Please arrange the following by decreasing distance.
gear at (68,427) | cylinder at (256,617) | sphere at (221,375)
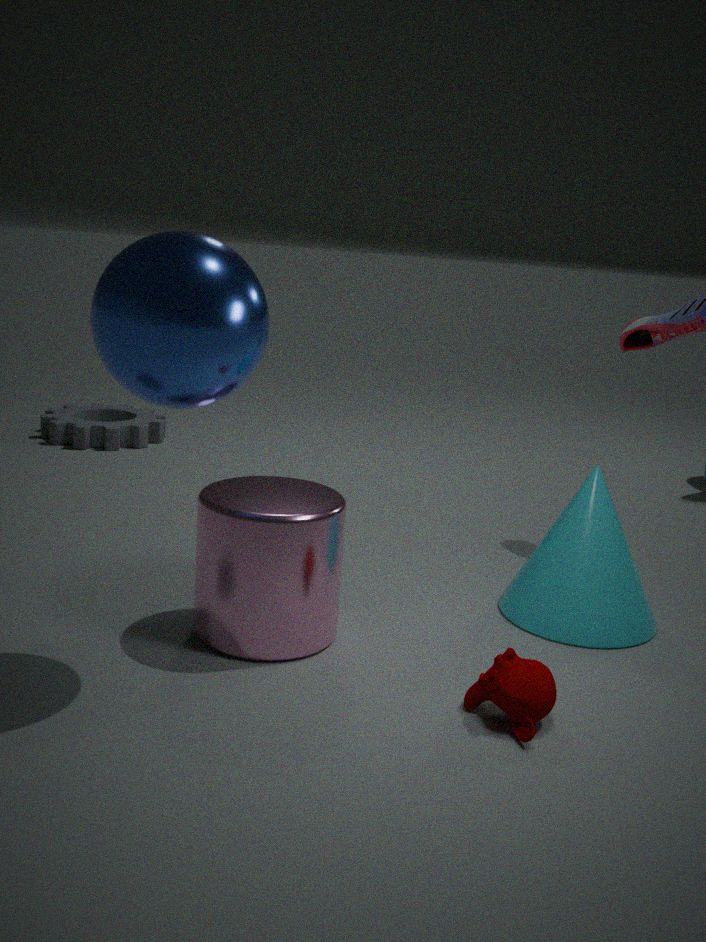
gear at (68,427), cylinder at (256,617), sphere at (221,375)
